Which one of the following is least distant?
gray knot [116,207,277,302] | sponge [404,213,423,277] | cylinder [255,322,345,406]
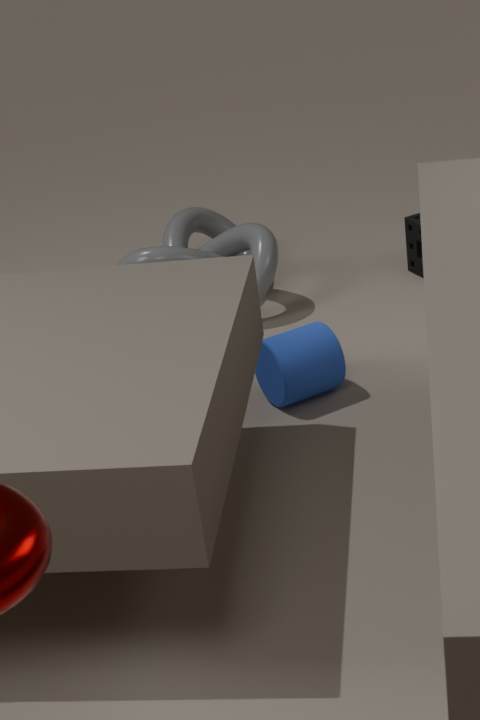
cylinder [255,322,345,406]
